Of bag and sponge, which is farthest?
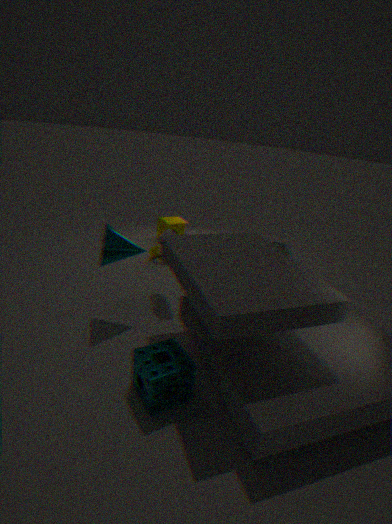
bag
